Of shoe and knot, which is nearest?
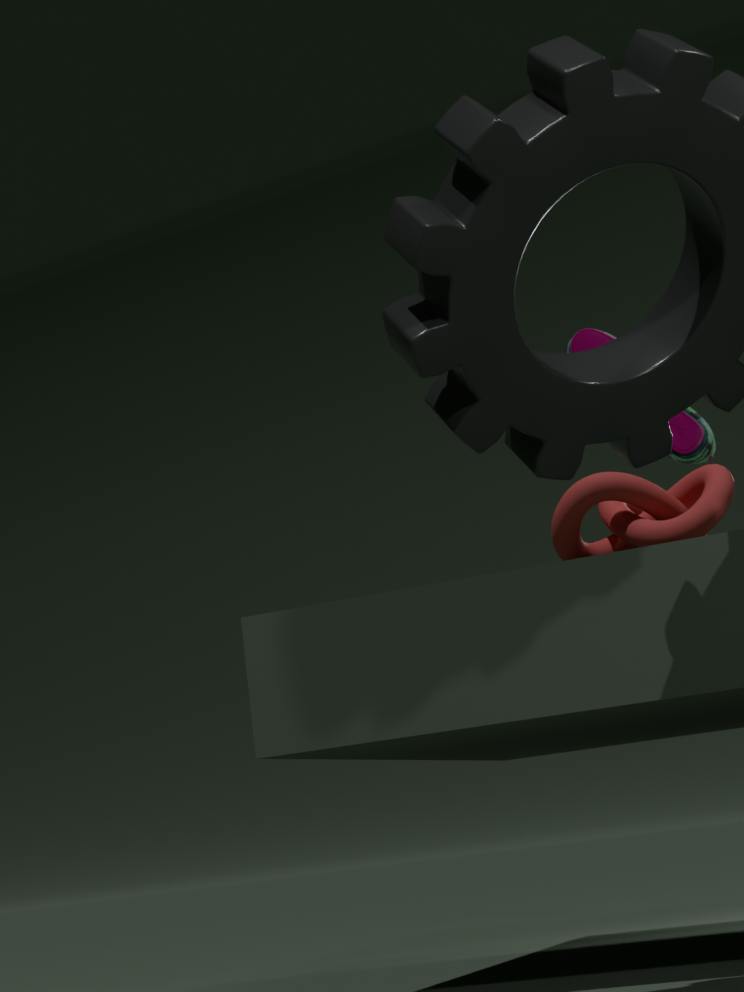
knot
